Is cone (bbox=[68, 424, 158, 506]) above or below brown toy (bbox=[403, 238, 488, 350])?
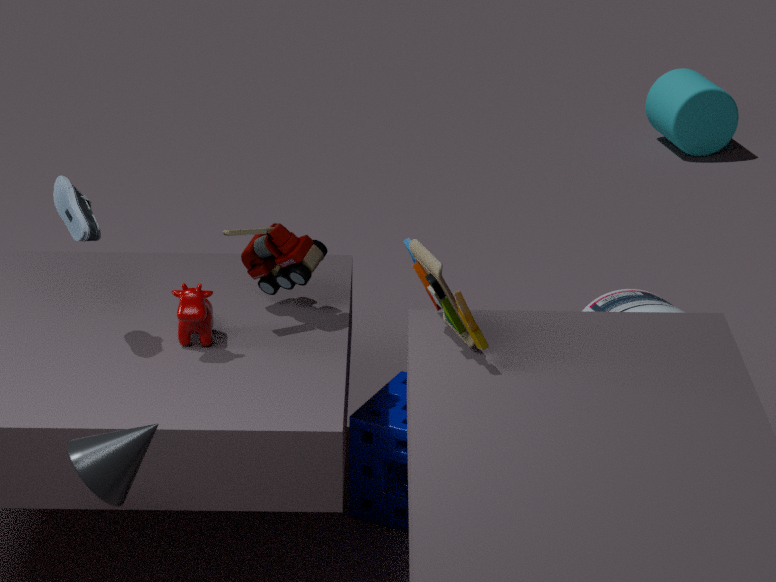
below
